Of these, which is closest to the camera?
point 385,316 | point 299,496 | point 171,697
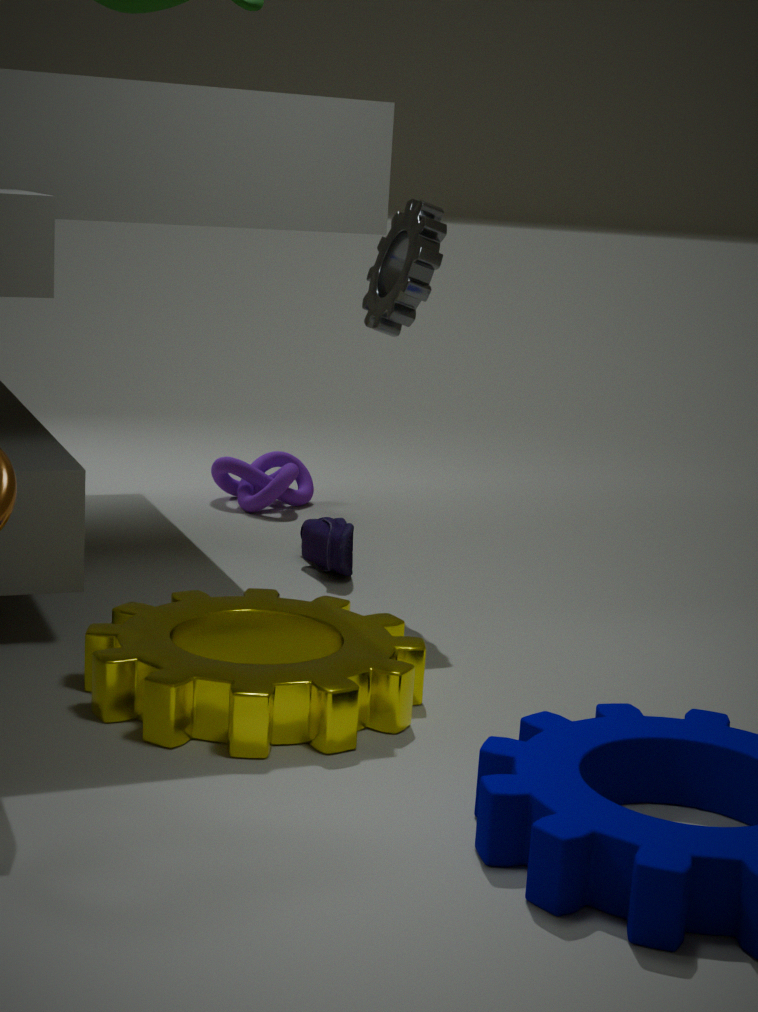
point 171,697
